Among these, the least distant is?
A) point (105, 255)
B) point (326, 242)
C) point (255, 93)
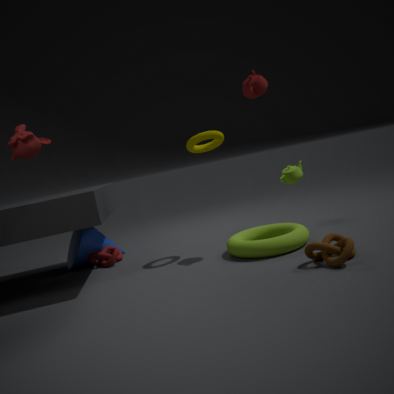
point (326, 242)
